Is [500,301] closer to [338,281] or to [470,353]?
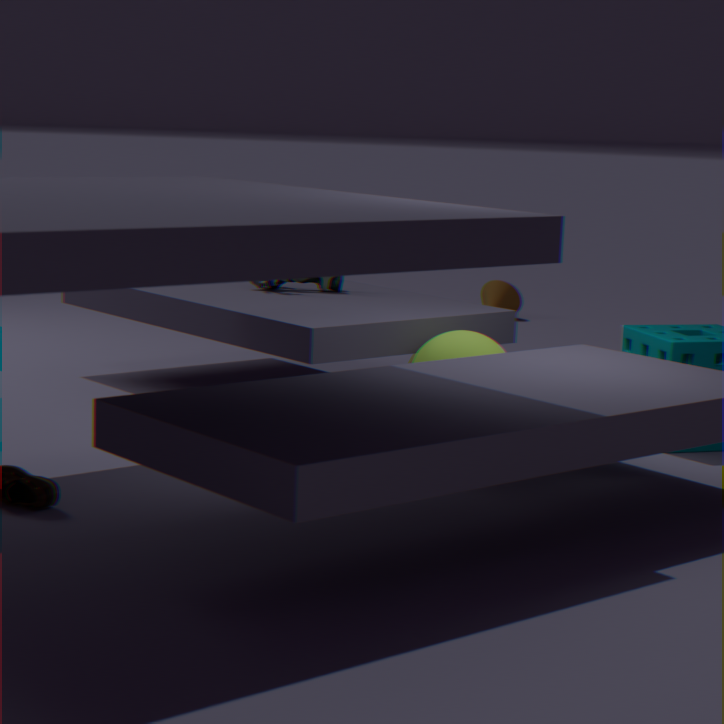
[338,281]
